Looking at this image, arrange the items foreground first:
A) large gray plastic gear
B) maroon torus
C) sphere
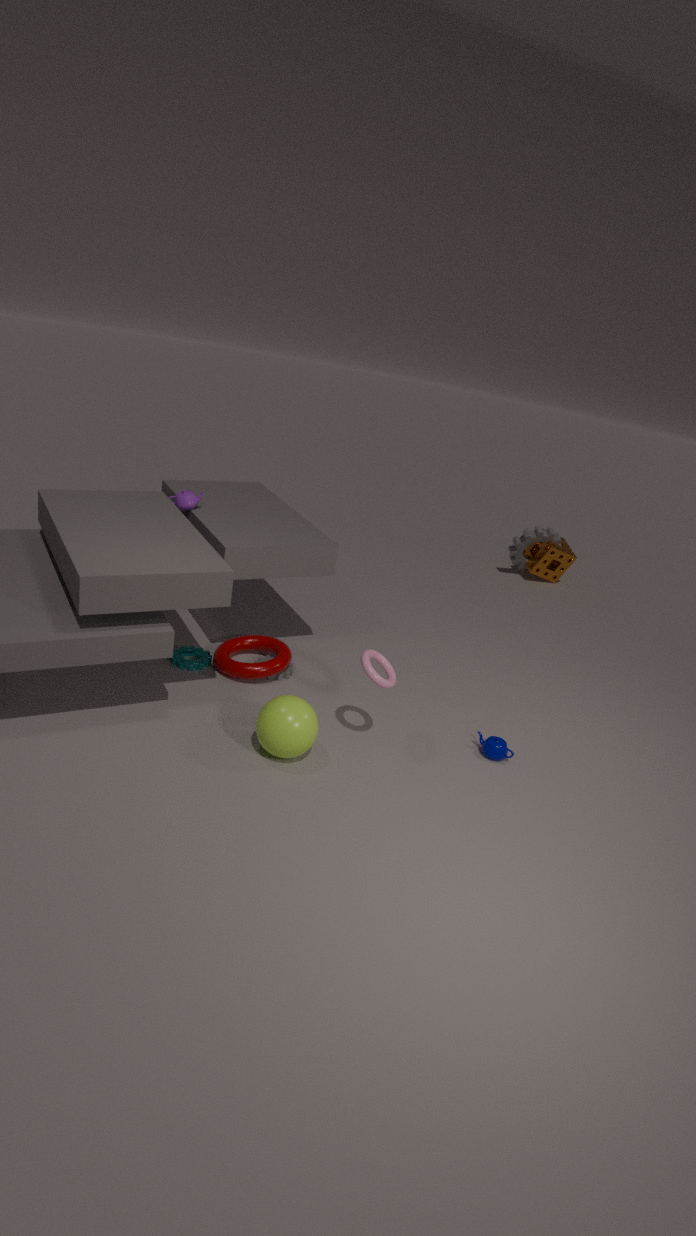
sphere → maroon torus → large gray plastic gear
